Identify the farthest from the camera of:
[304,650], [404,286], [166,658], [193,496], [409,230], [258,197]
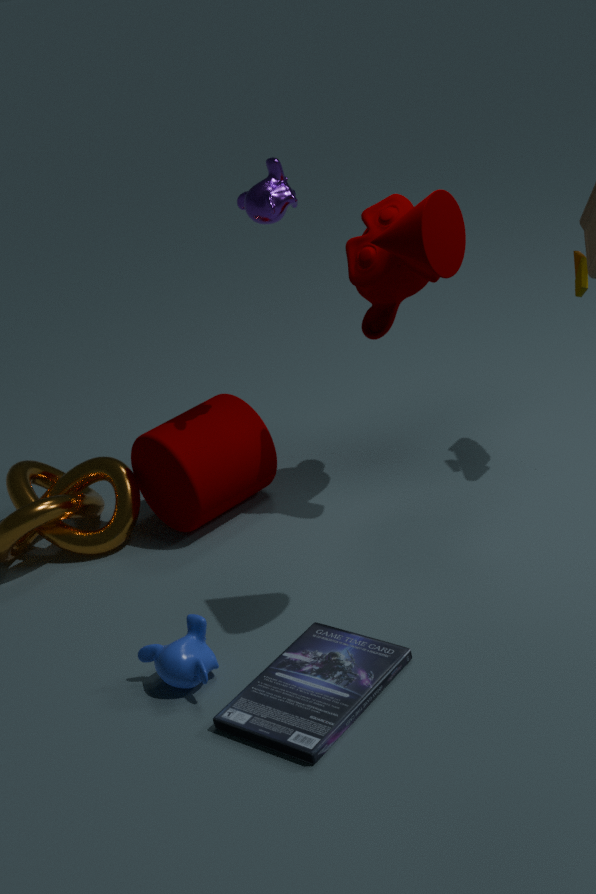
[193,496]
